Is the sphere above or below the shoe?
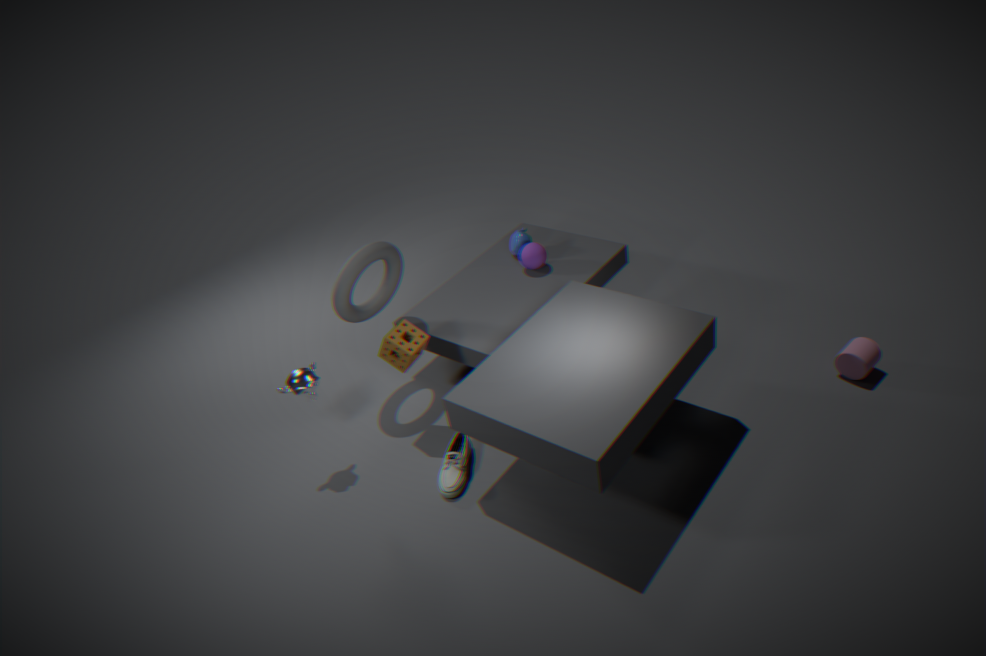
above
